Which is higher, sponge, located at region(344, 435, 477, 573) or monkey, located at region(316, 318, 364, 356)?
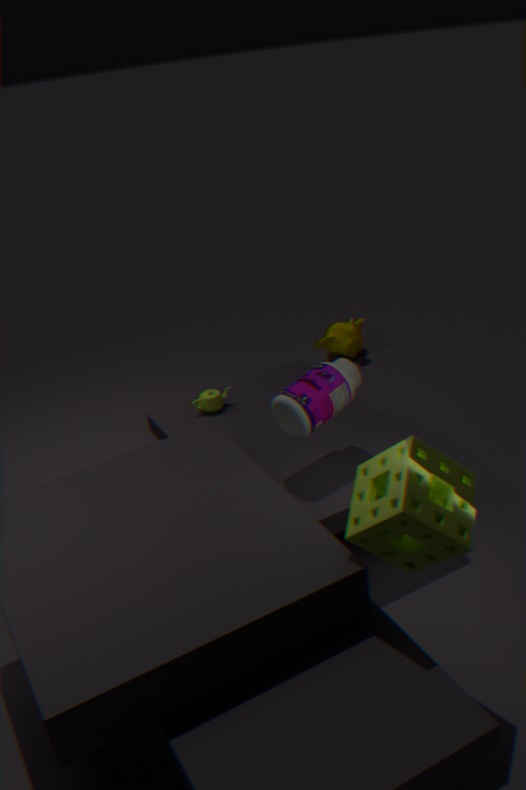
sponge, located at region(344, 435, 477, 573)
